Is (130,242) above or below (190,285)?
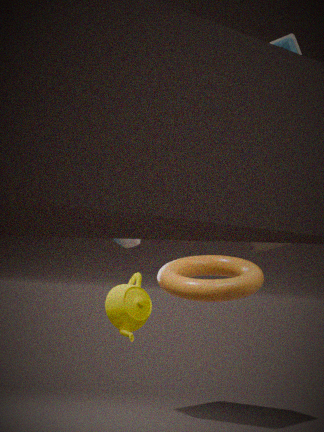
above
